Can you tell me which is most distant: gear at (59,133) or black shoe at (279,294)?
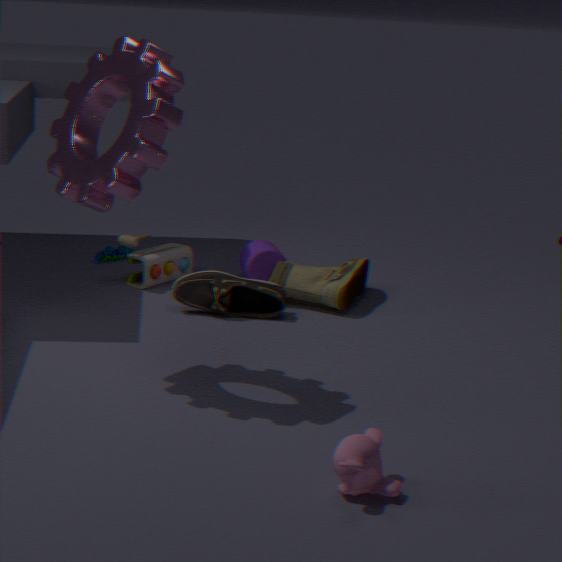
black shoe at (279,294)
